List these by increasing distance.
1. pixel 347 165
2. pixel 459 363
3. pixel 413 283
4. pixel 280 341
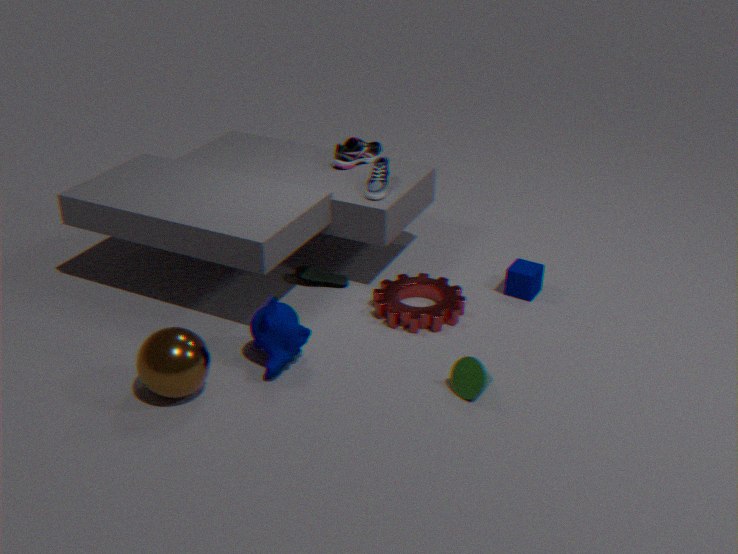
1. pixel 459 363
2. pixel 280 341
3. pixel 413 283
4. pixel 347 165
